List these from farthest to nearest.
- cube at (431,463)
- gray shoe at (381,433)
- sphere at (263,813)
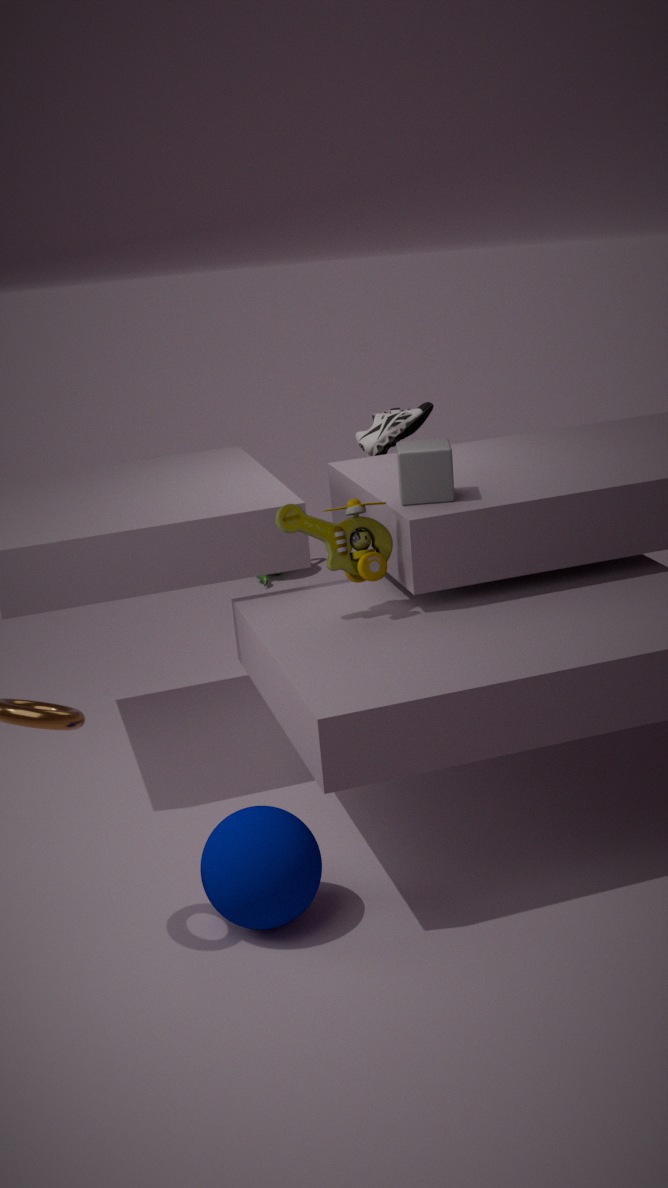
gray shoe at (381,433)
cube at (431,463)
sphere at (263,813)
